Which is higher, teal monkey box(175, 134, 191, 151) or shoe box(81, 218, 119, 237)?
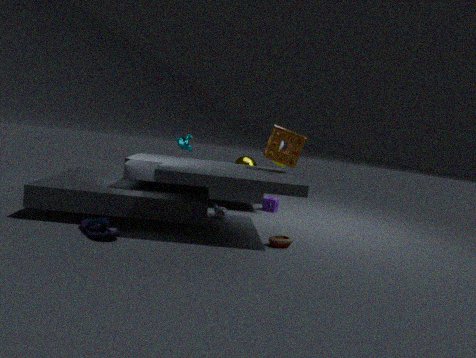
teal monkey box(175, 134, 191, 151)
